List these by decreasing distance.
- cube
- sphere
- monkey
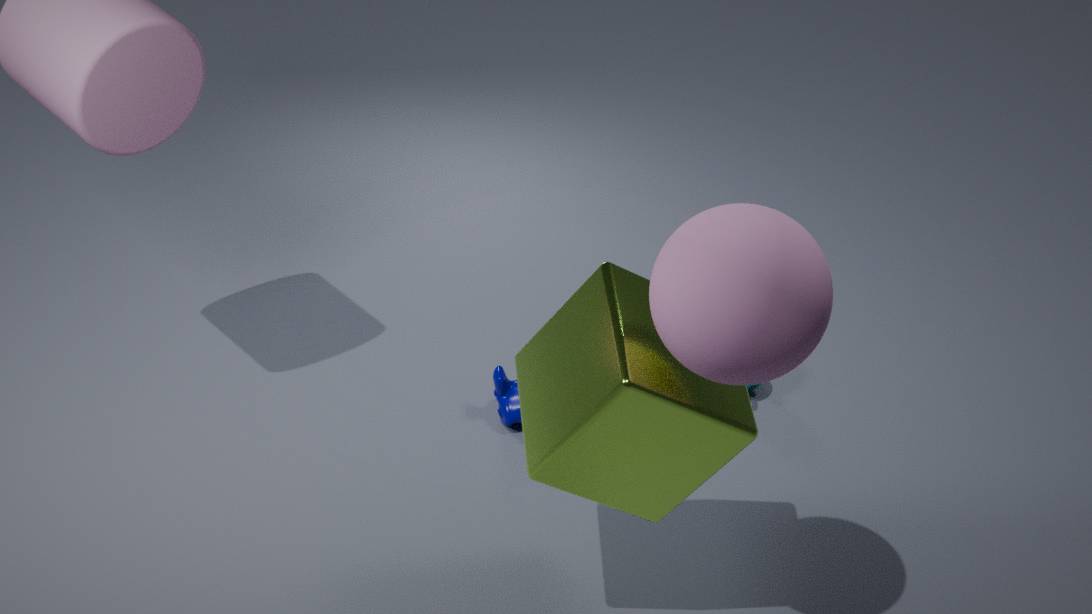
monkey, cube, sphere
